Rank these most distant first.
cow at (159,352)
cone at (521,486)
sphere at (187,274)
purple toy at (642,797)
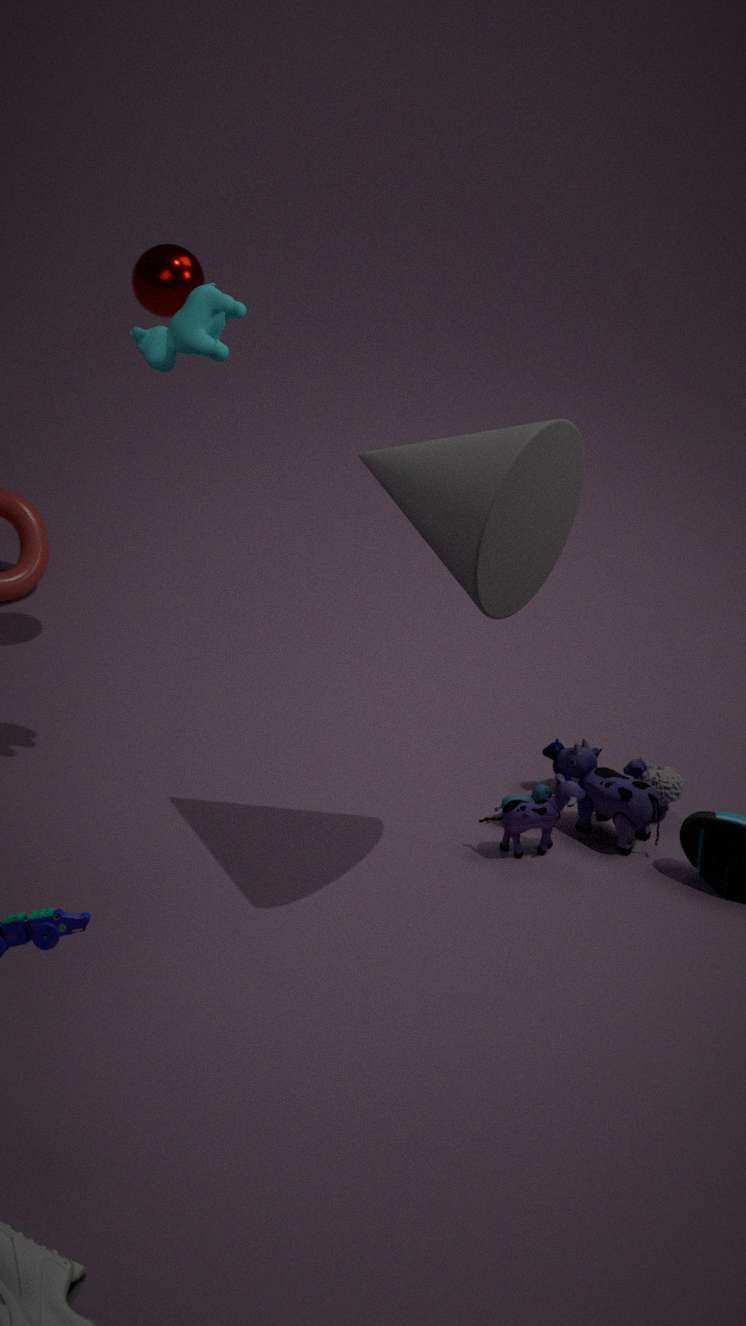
sphere at (187,274) < purple toy at (642,797) < cow at (159,352) < cone at (521,486)
